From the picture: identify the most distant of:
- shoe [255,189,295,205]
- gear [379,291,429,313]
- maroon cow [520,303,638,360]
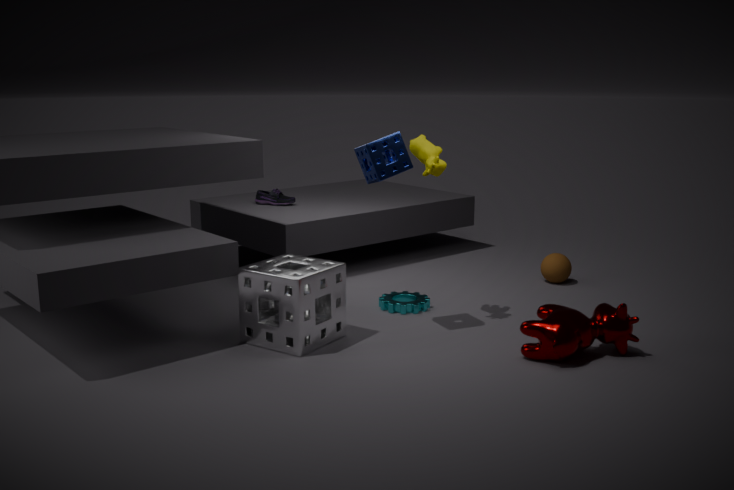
shoe [255,189,295,205]
